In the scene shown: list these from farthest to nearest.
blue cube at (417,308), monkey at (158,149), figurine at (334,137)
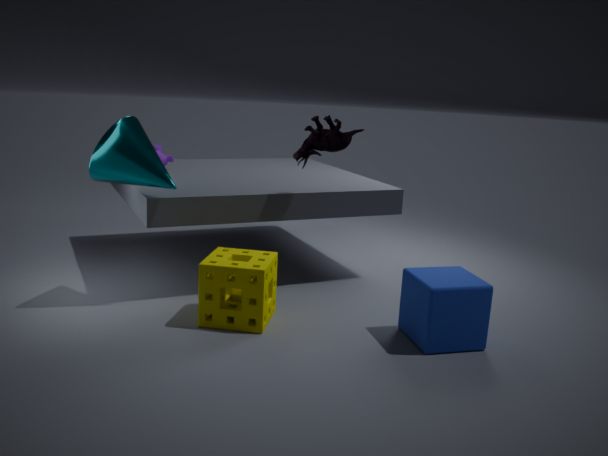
monkey at (158,149) < figurine at (334,137) < blue cube at (417,308)
